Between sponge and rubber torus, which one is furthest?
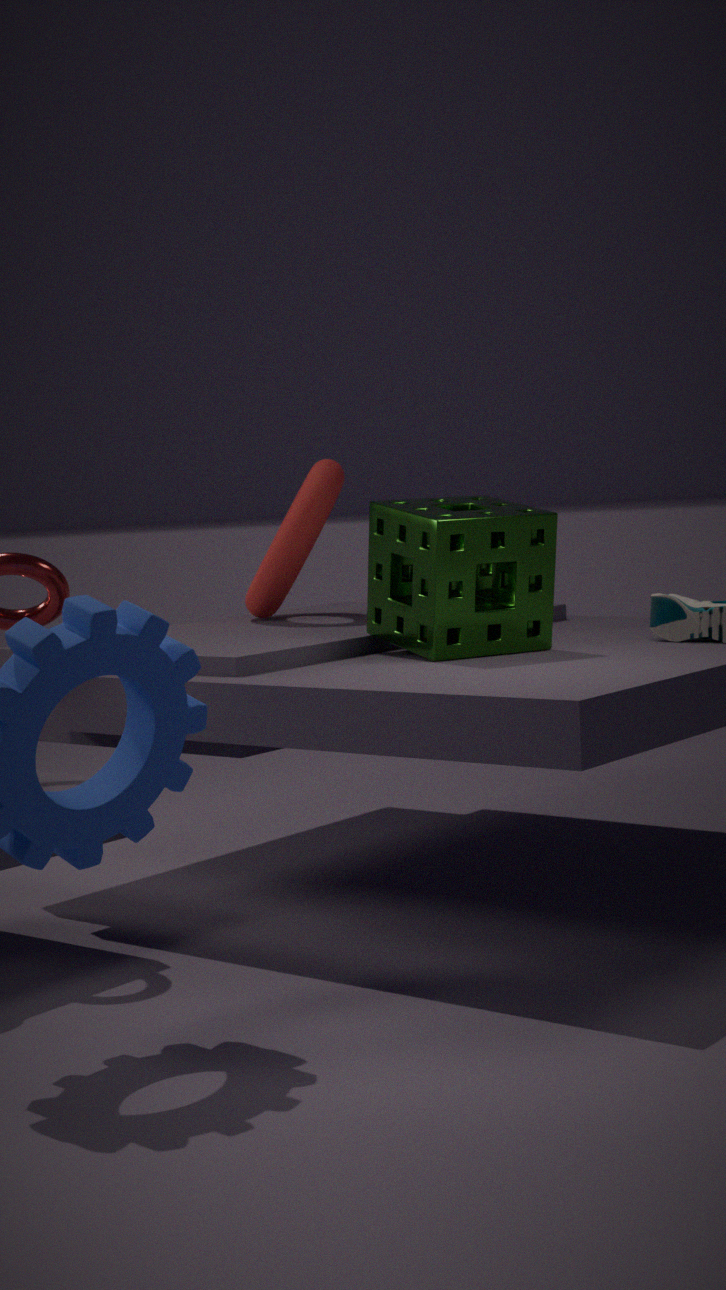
rubber torus
